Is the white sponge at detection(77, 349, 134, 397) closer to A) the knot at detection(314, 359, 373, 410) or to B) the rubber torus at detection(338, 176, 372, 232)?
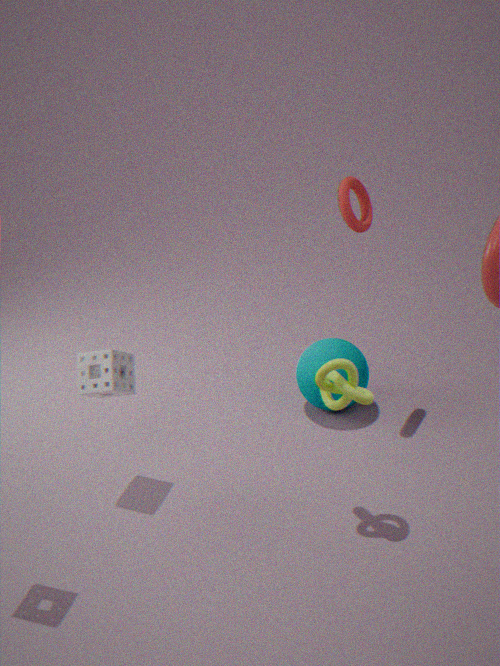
A) the knot at detection(314, 359, 373, 410)
